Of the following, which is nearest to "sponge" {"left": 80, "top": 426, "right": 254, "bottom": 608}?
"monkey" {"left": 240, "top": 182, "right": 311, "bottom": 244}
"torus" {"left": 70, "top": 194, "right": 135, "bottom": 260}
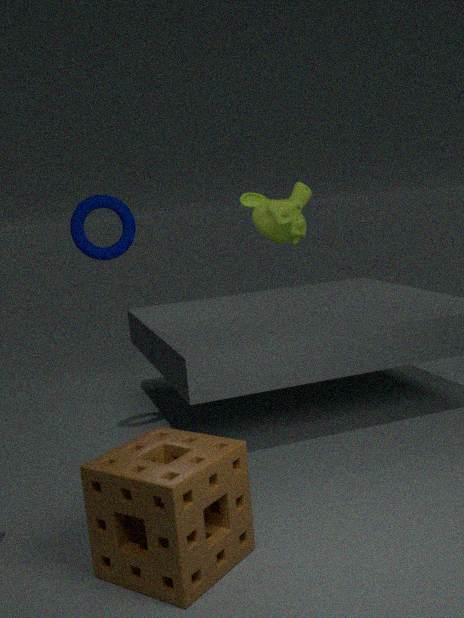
"torus" {"left": 70, "top": 194, "right": 135, "bottom": 260}
